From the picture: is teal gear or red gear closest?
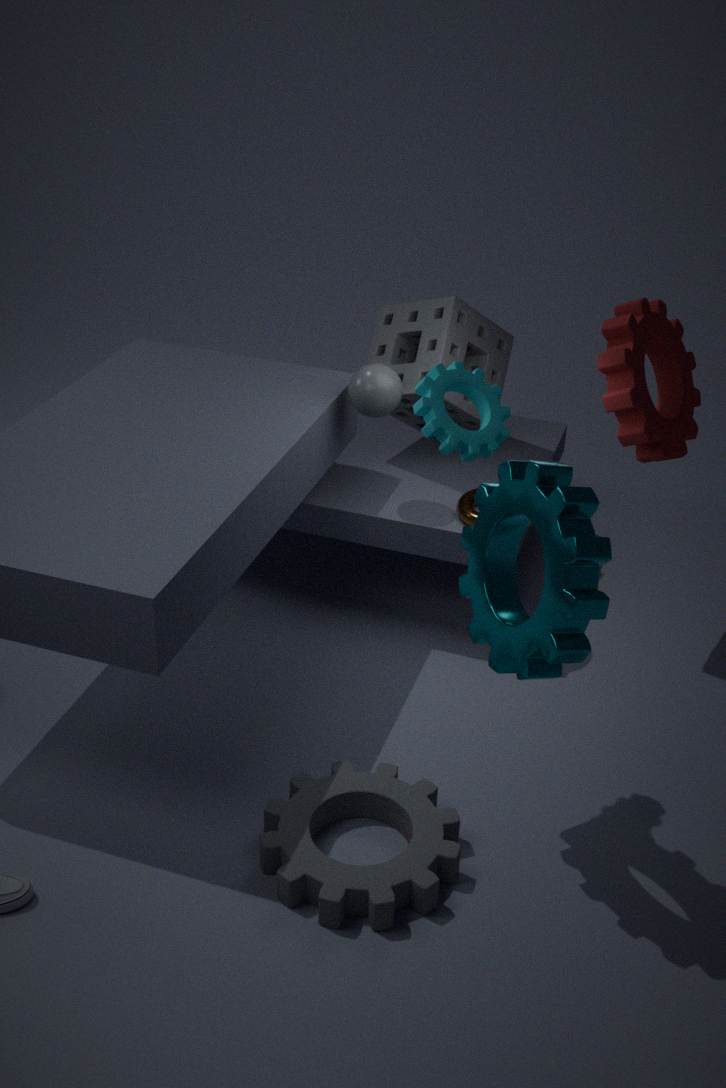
teal gear
